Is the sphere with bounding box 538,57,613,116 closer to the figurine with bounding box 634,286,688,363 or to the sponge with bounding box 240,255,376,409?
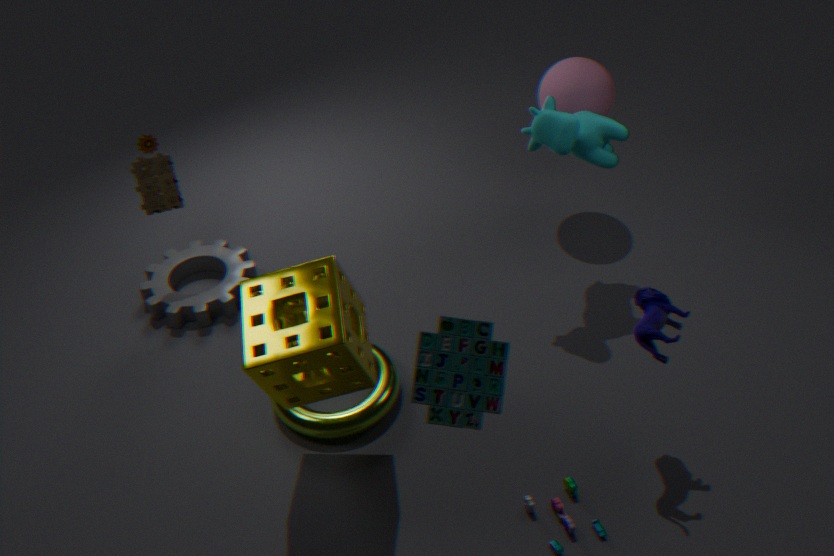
the figurine with bounding box 634,286,688,363
